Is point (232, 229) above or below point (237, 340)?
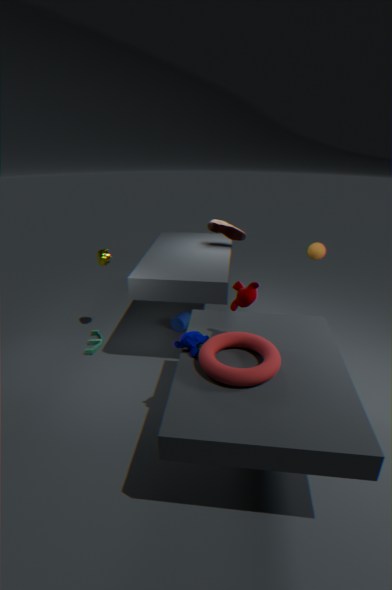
above
